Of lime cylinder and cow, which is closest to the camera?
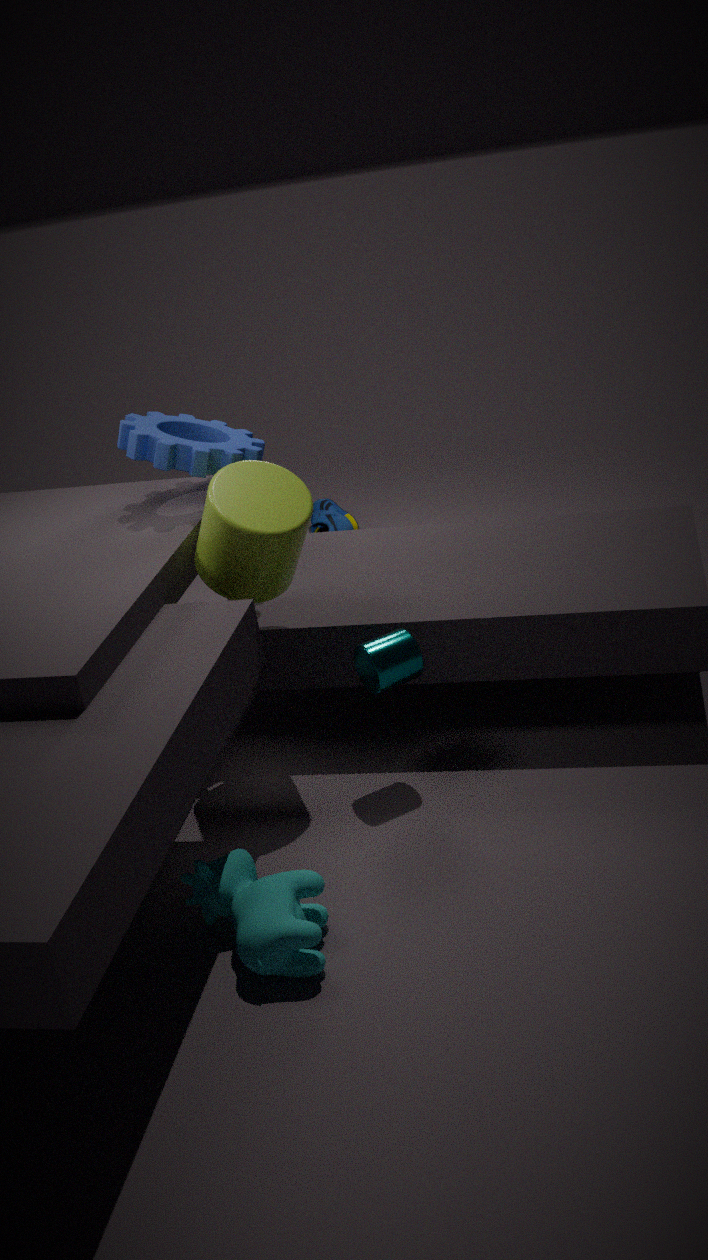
cow
